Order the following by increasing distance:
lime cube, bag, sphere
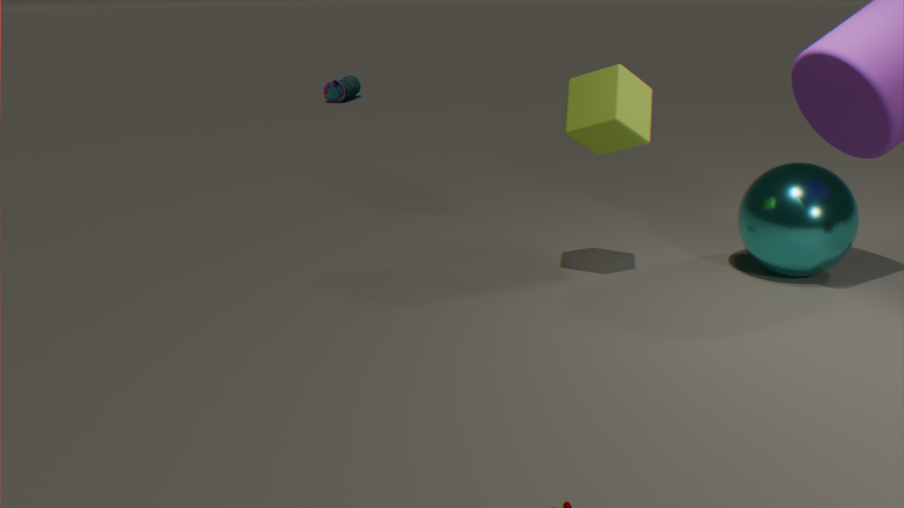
1. lime cube
2. sphere
3. bag
